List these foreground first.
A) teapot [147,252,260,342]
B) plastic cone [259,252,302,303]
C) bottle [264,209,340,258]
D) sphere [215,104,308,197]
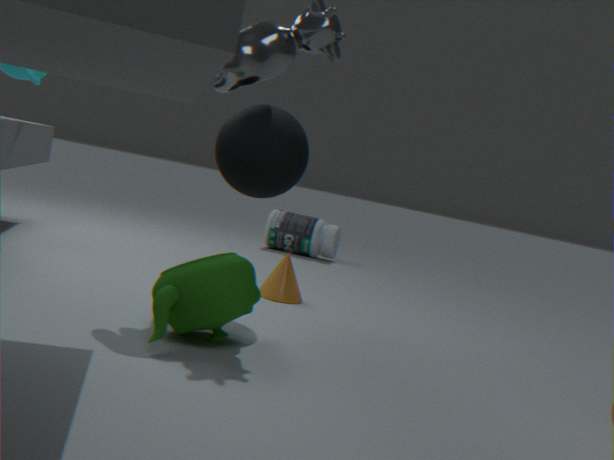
teapot [147,252,260,342] < sphere [215,104,308,197] < plastic cone [259,252,302,303] < bottle [264,209,340,258]
